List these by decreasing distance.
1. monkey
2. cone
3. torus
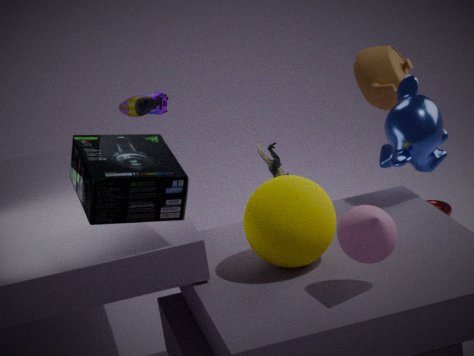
torus
monkey
cone
